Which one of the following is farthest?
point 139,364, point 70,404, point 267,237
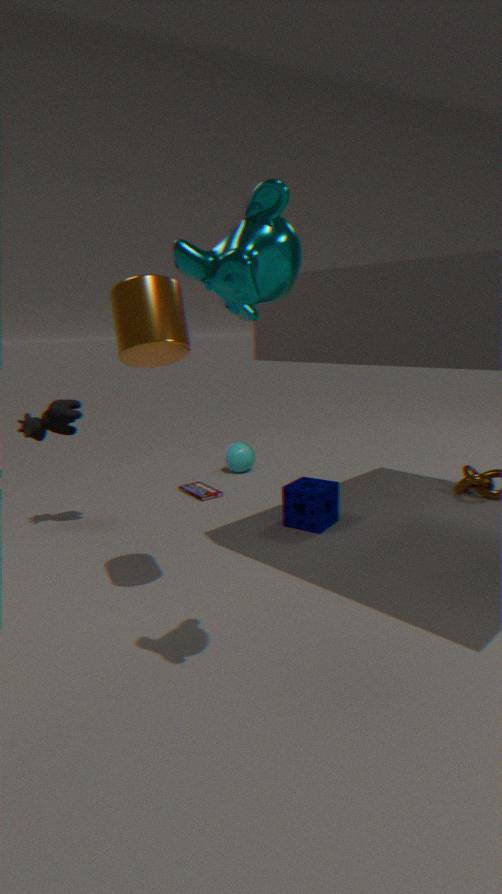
point 70,404
